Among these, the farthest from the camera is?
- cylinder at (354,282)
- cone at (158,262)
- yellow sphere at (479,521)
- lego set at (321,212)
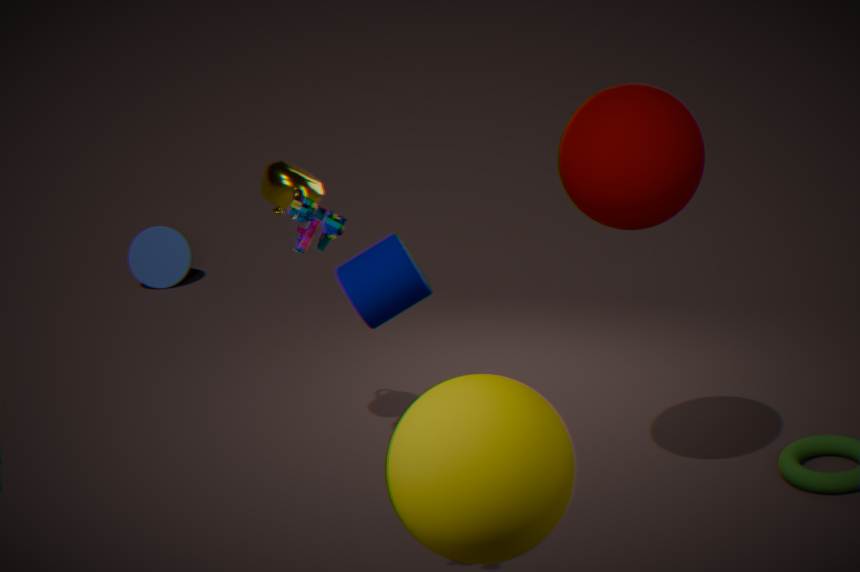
cone at (158,262)
